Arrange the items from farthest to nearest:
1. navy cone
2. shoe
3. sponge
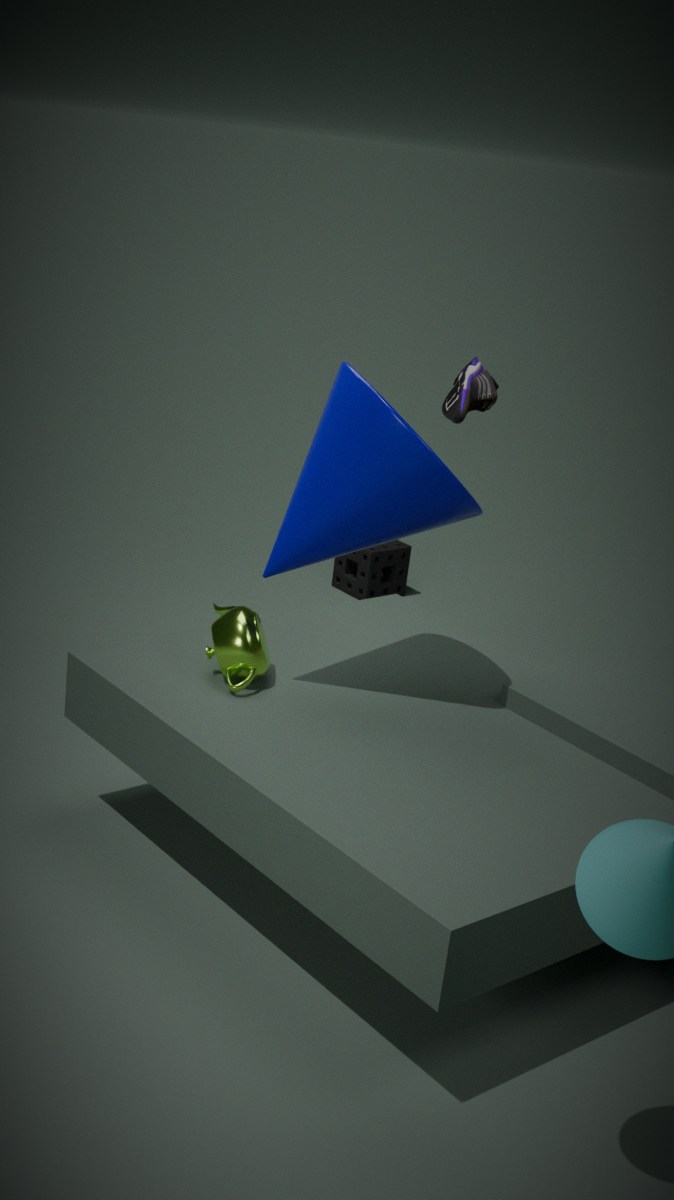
sponge → shoe → navy cone
